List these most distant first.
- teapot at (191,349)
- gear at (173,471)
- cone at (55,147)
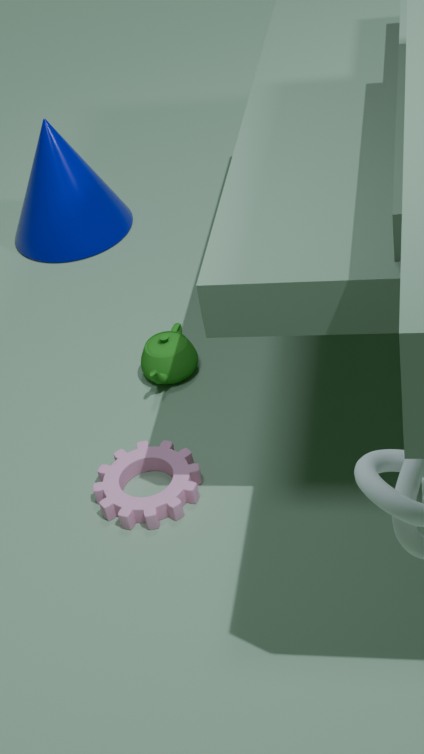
cone at (55,147)
teapot at (191,349)
gear at (173,471)
